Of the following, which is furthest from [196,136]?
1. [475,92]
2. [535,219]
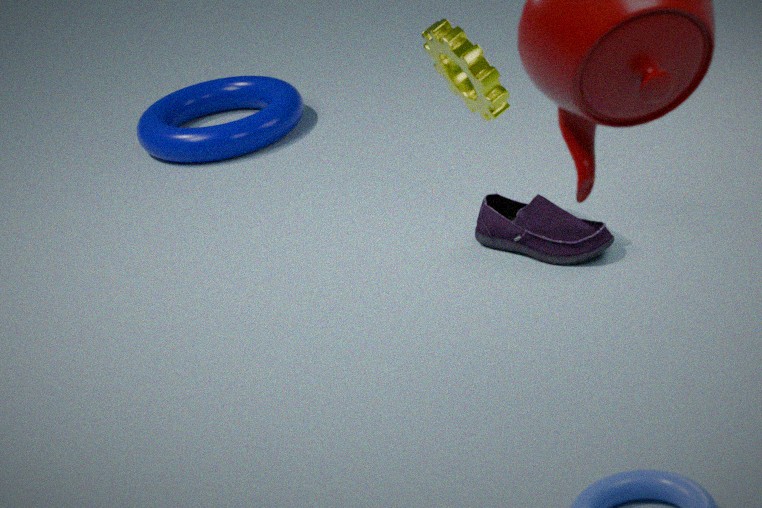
[535,219]
